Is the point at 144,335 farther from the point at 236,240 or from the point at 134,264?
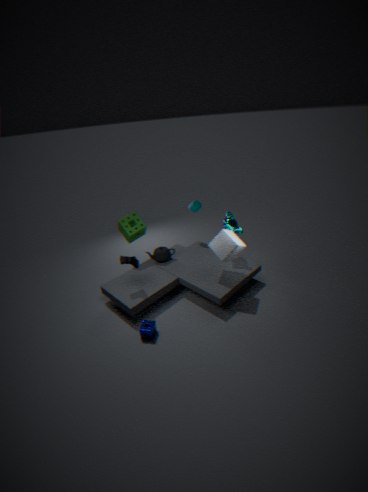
the point at 236,240
